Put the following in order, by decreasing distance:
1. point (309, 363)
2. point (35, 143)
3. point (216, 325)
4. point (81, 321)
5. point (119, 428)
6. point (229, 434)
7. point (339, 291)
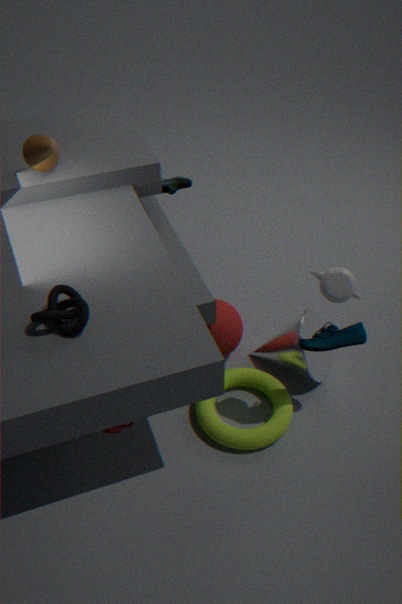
point (216, 325) → point (35, 143) → point (309, 363) → point (229, 434) → point (119, 428) → point (339, 291) → point (81, 321)
